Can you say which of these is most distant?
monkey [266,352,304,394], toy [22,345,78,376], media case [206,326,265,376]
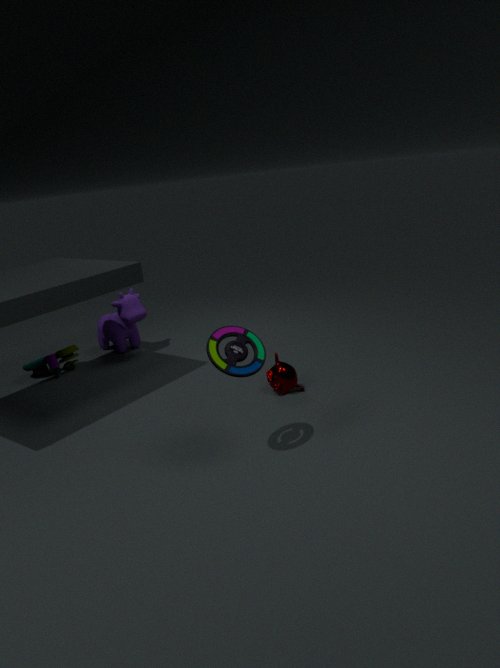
toy [22,345,78,376]
